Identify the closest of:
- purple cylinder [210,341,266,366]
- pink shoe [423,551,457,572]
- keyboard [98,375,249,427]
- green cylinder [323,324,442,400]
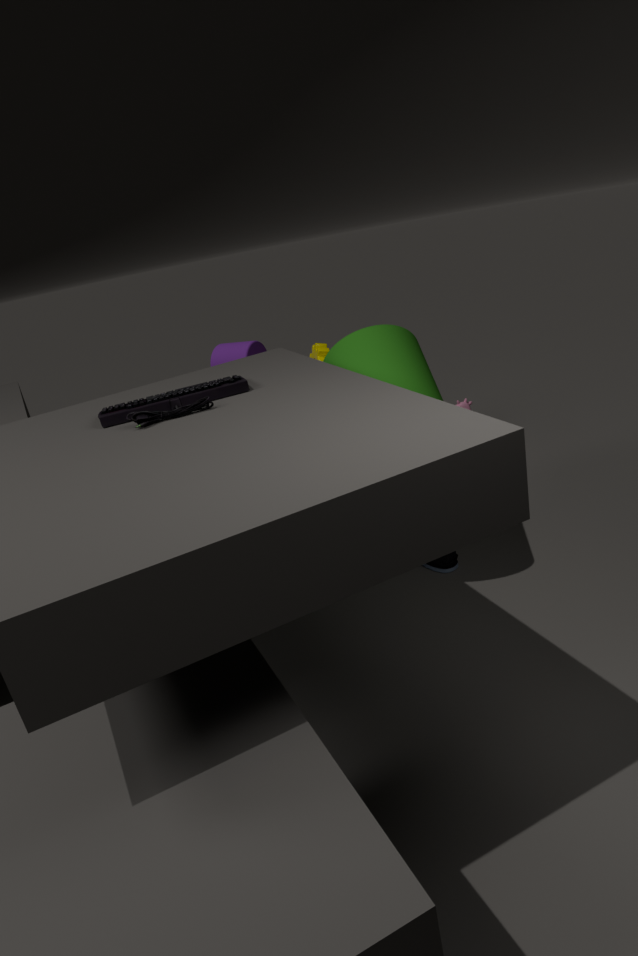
keyboard [98,375,249,427]
